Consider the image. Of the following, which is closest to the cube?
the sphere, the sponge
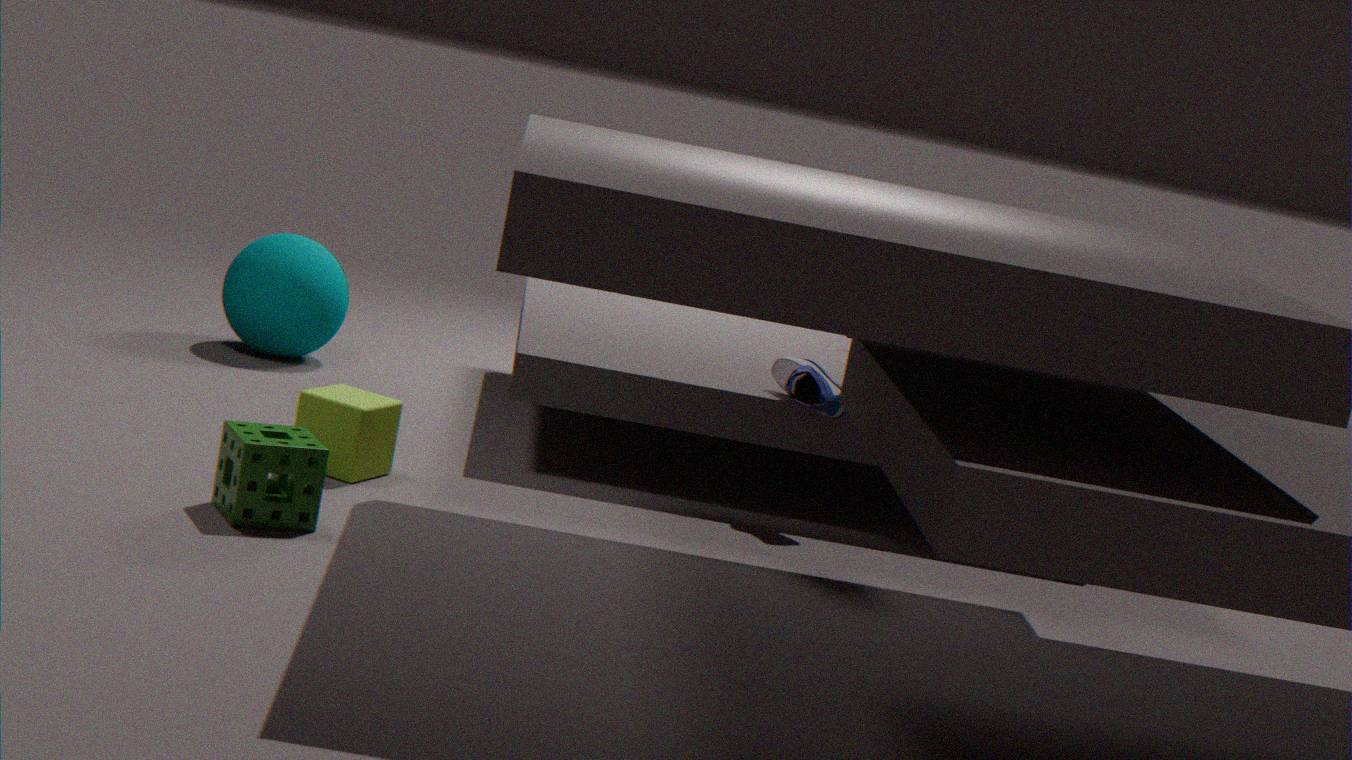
the sponge
